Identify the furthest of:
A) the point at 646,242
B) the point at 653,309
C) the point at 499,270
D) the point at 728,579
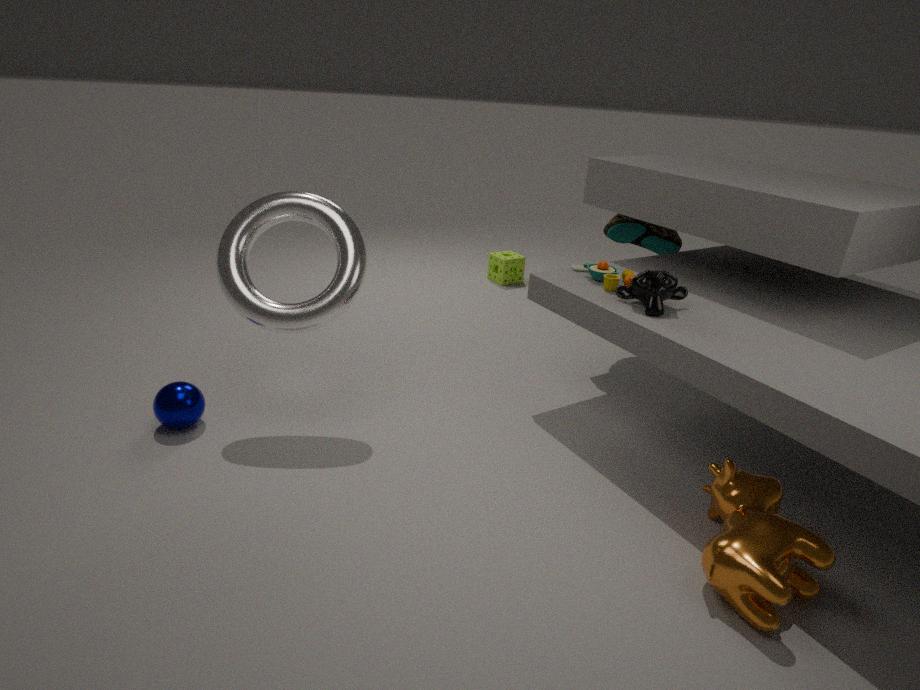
the point at 499,270
